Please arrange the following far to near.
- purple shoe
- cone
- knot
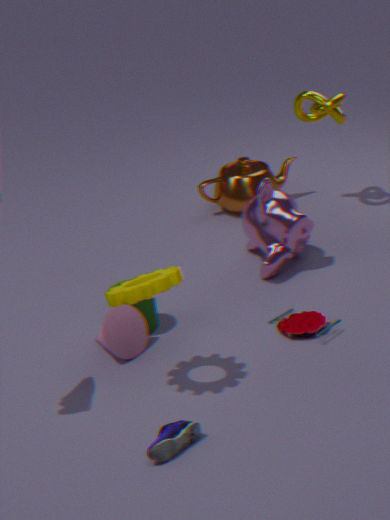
knot
cone
purple shoe
